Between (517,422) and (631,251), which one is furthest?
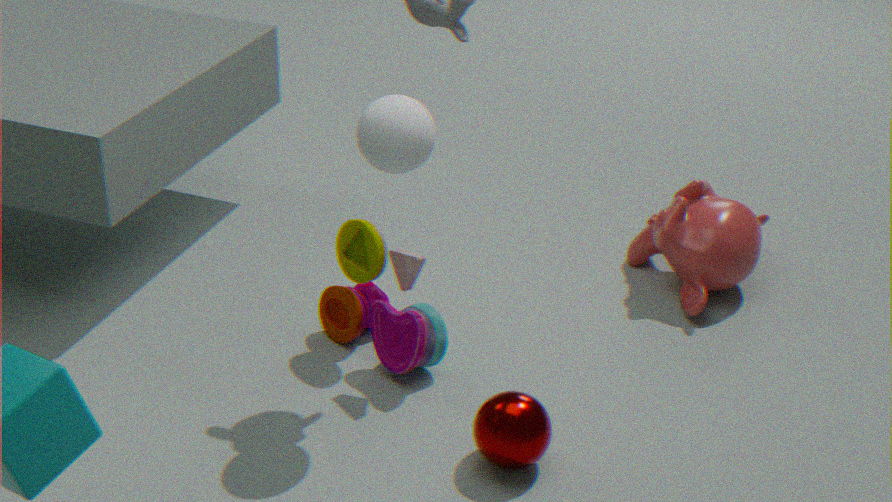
(631,251)
